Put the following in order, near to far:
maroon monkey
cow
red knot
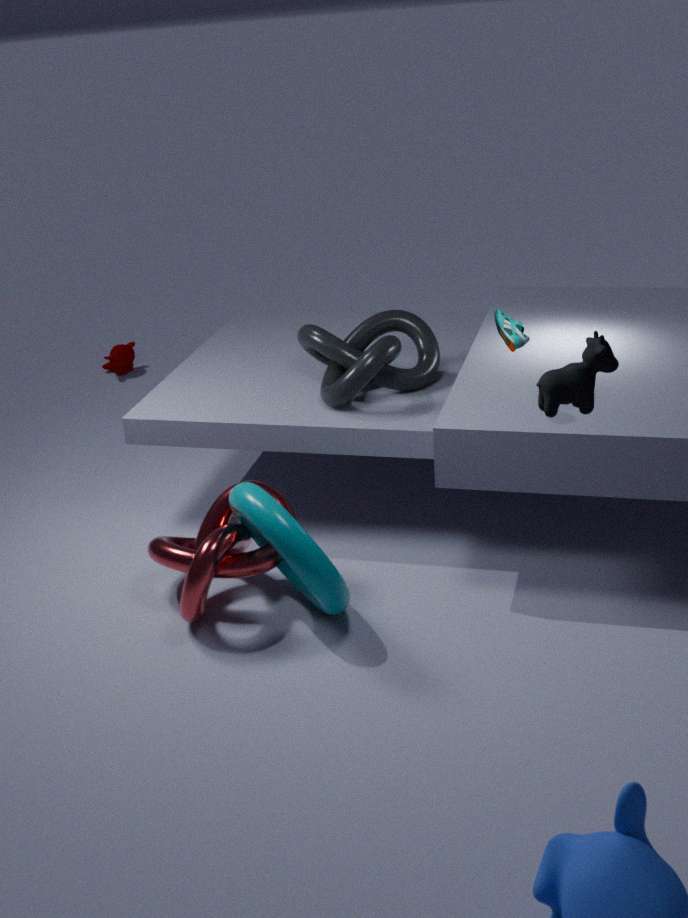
cow, red knot, maroon monkey
